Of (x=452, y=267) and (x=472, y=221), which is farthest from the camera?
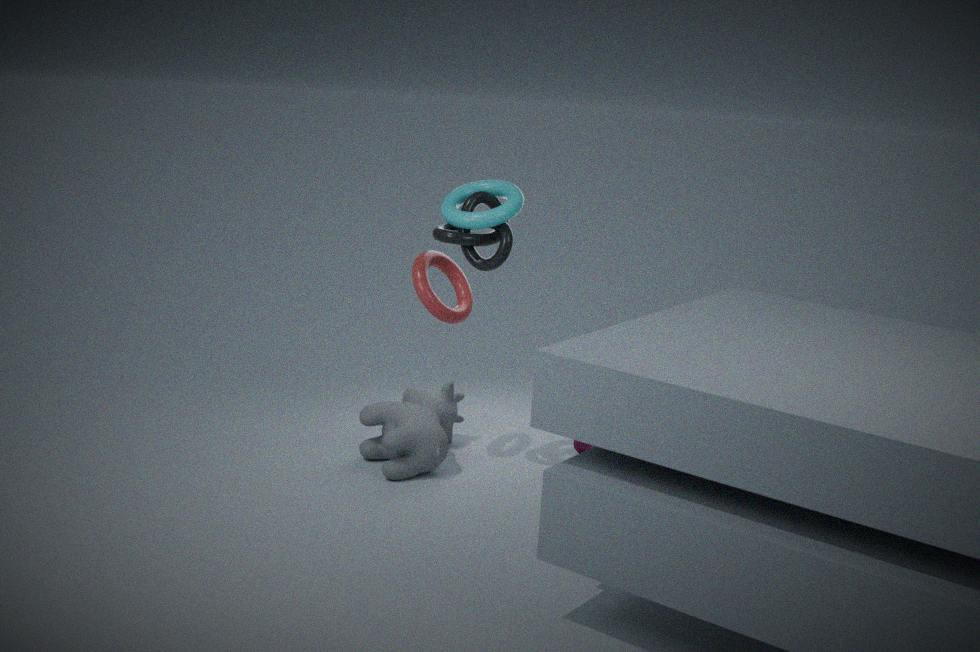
(x=452, y=267)
